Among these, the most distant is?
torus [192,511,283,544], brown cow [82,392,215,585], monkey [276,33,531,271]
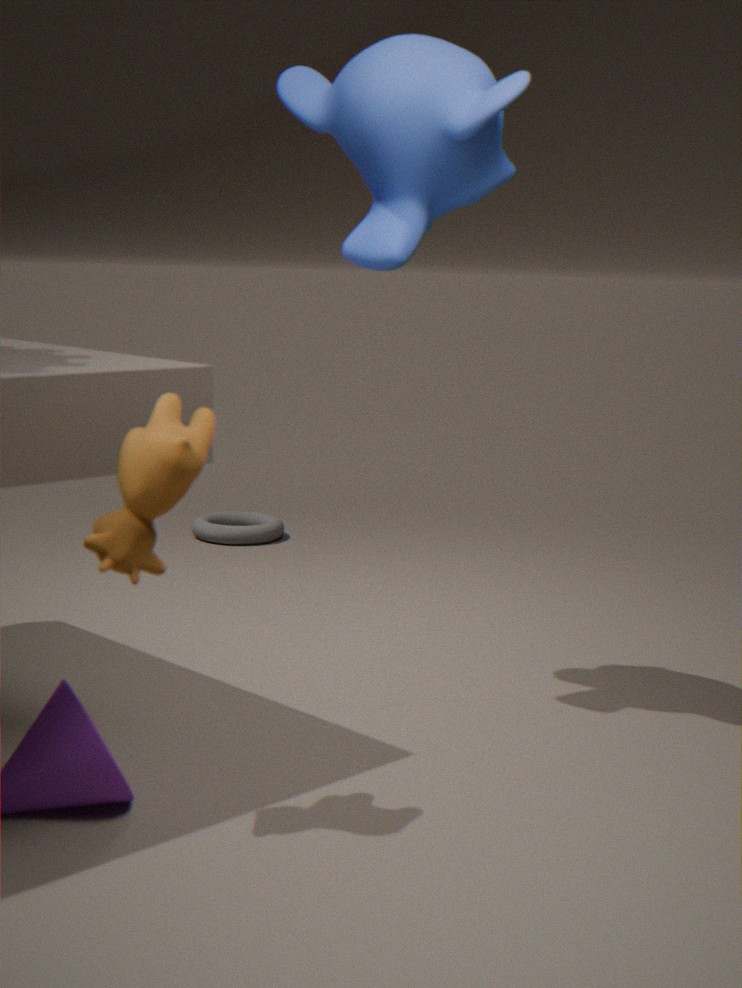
torus [192,511,283,544]
